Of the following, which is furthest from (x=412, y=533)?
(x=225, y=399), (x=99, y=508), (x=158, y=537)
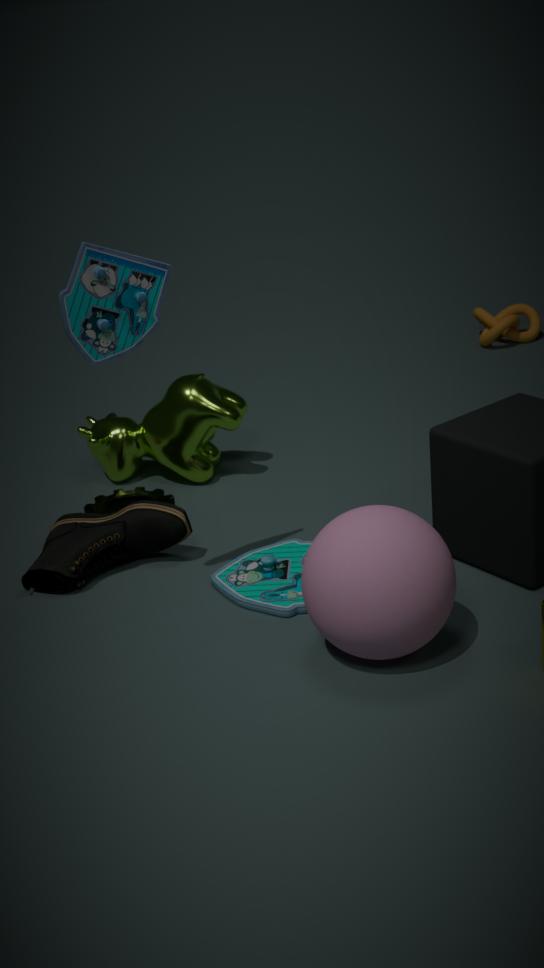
(x=225, y=399)
